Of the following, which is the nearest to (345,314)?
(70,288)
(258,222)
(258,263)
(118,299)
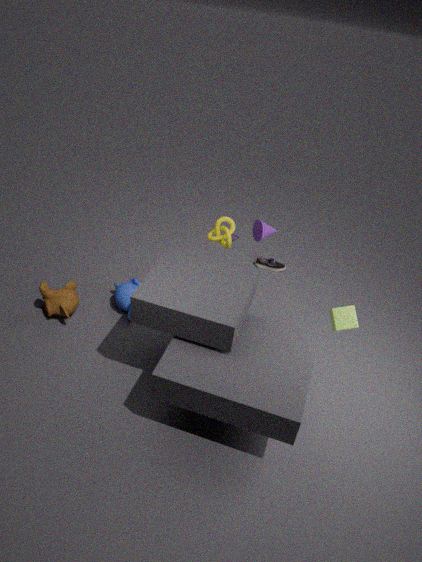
(258,222)
